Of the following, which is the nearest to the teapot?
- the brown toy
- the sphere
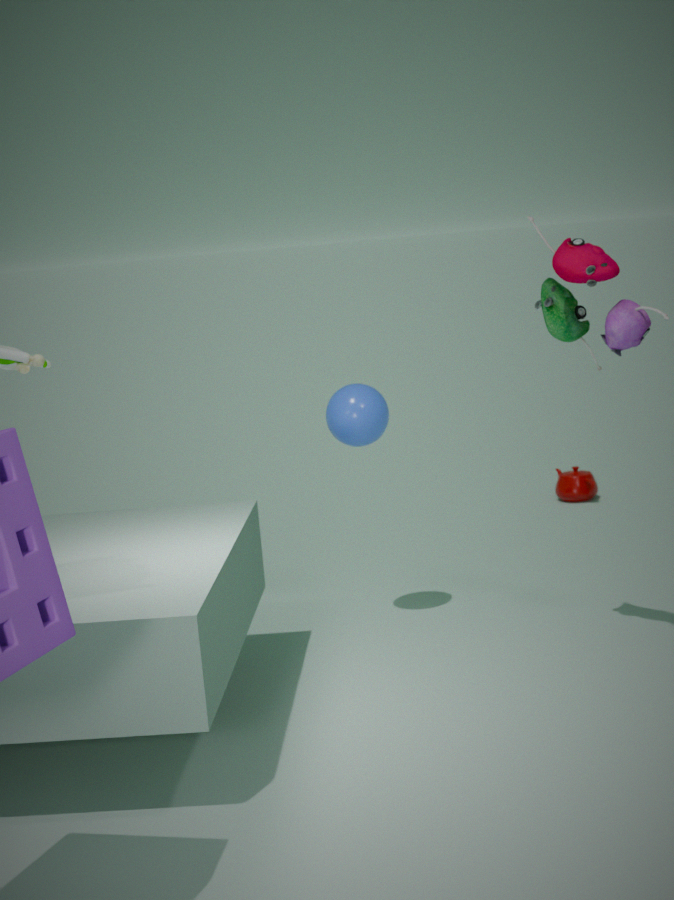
the sphere
